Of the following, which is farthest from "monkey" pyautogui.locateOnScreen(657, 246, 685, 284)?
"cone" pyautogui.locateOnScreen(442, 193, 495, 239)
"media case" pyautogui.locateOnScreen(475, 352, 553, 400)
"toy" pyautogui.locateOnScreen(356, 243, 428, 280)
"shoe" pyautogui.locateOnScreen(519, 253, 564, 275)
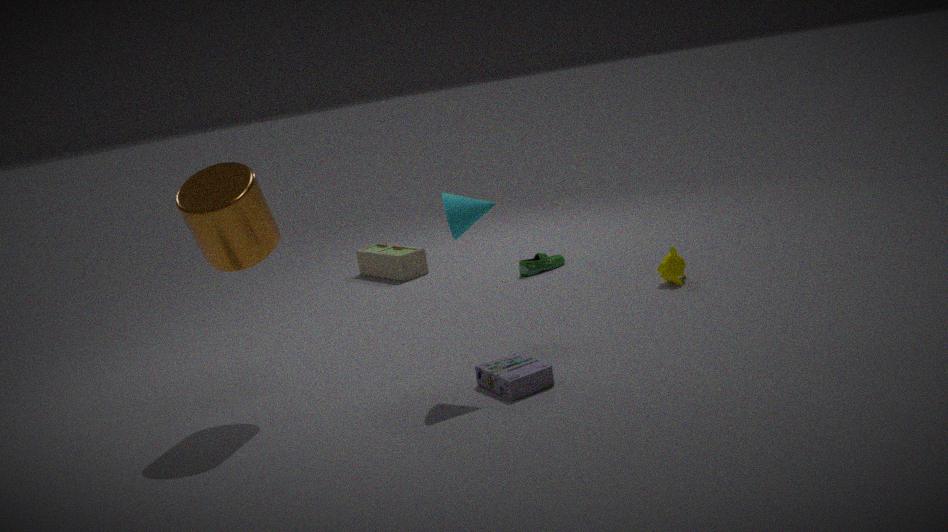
"toy" pyautogui.locateOnScreen(356, 243, 428, 280)
